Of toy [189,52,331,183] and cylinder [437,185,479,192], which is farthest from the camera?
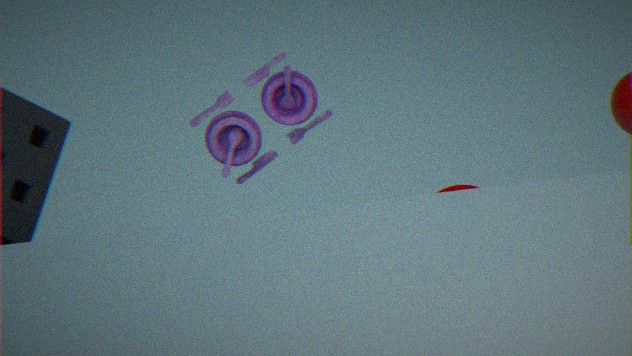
toy [189,52,331,183]
